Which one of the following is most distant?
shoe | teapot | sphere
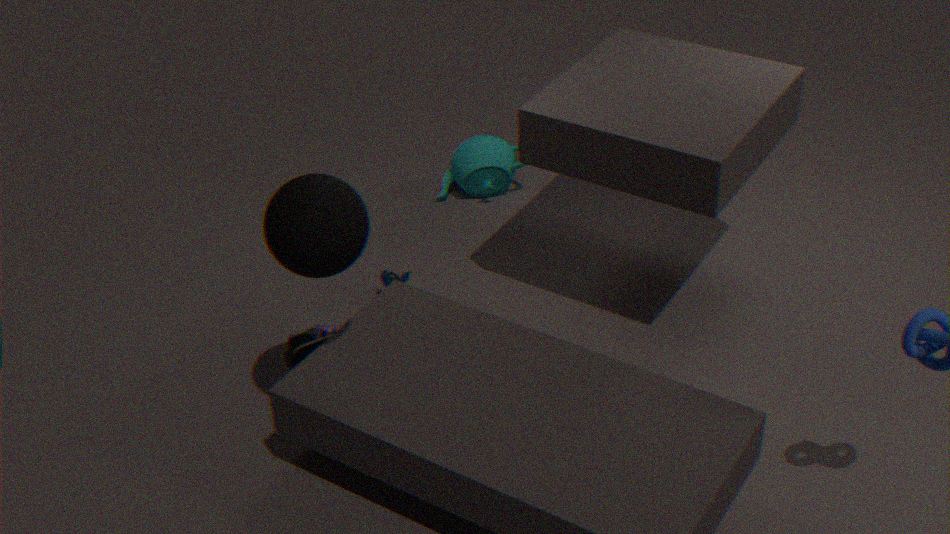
teapot
